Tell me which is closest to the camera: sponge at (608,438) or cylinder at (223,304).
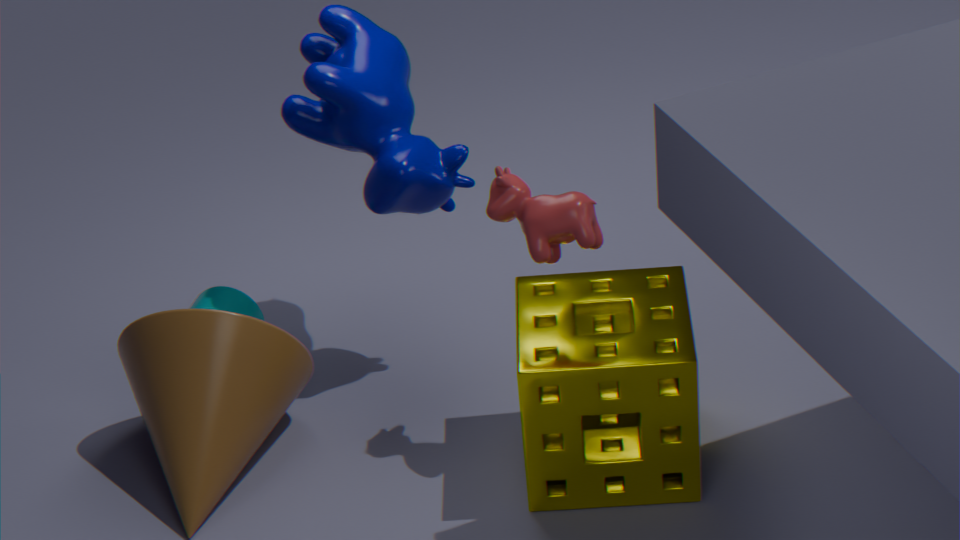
sponge at (608,438)
